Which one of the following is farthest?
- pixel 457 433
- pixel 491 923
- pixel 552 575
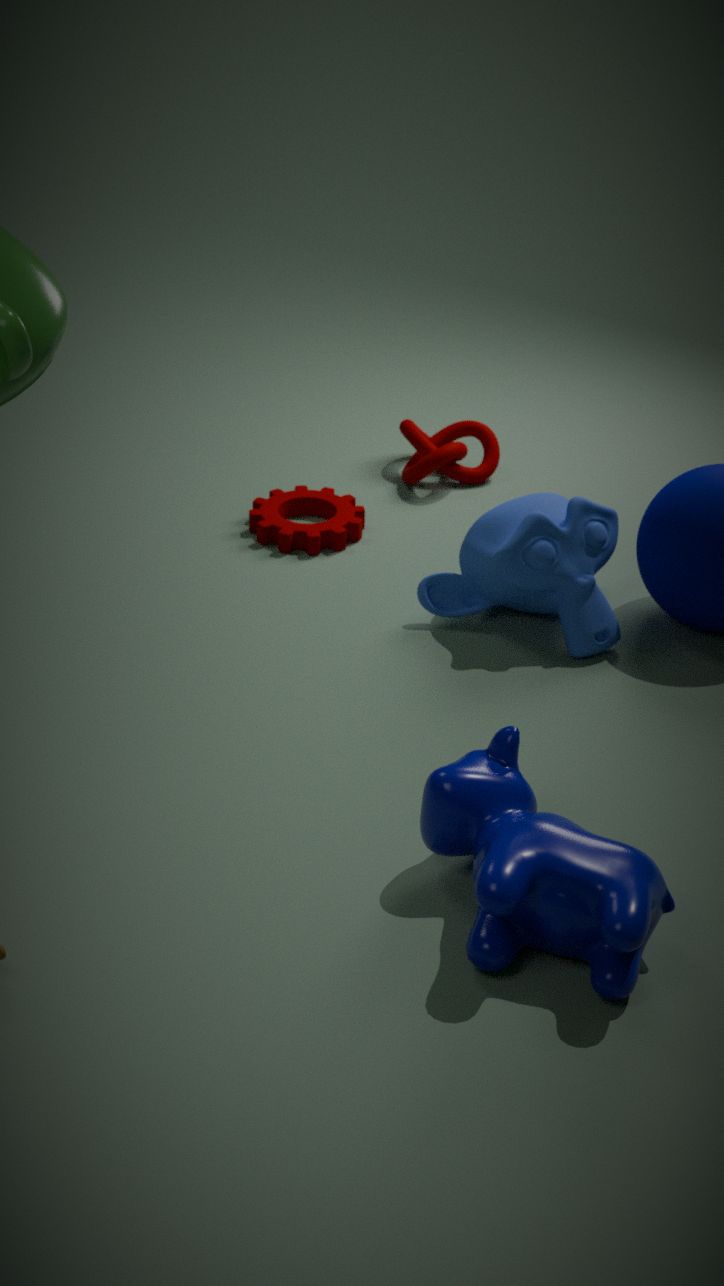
pixel 457 433
